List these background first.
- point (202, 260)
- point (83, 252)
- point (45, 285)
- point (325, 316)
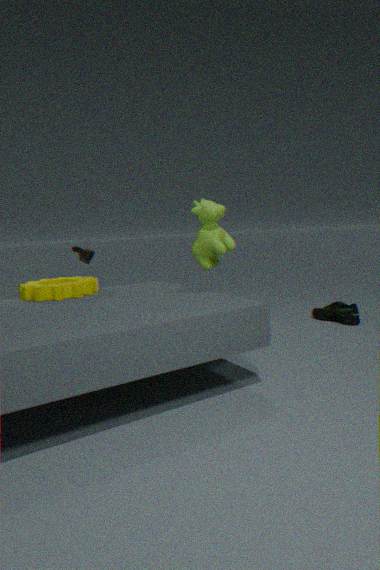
point (325, 316) → point (83, 252) → point (202, 260) → point (45, 285)
